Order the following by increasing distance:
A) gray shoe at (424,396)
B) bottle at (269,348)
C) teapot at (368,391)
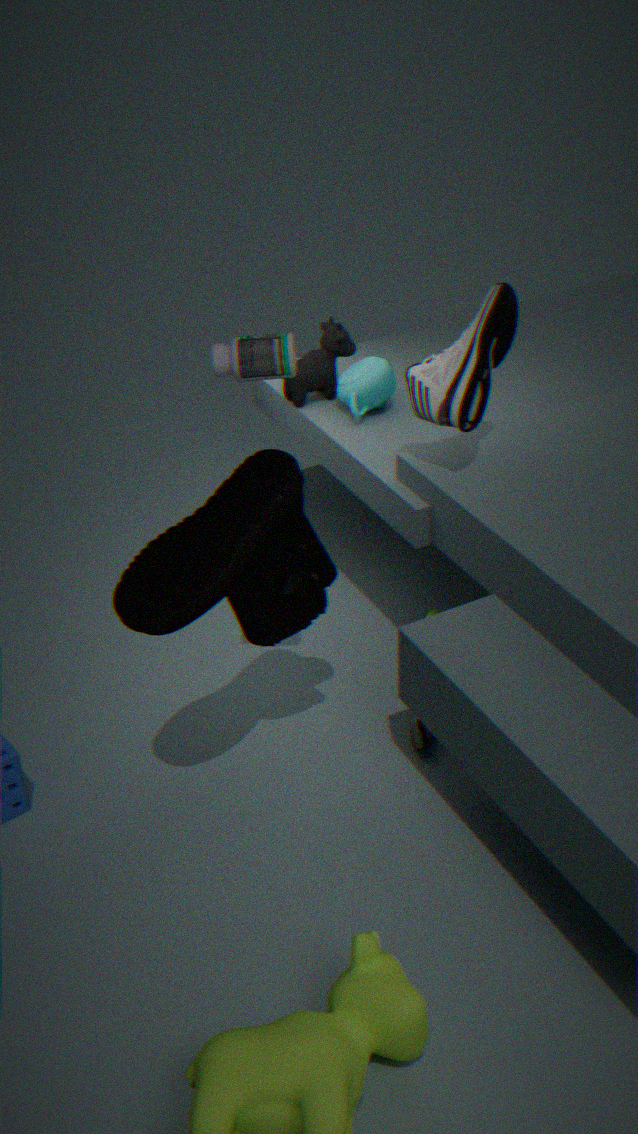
bottle at (269,348)
gray shoe at (424,396)
teapot at (368,391)
